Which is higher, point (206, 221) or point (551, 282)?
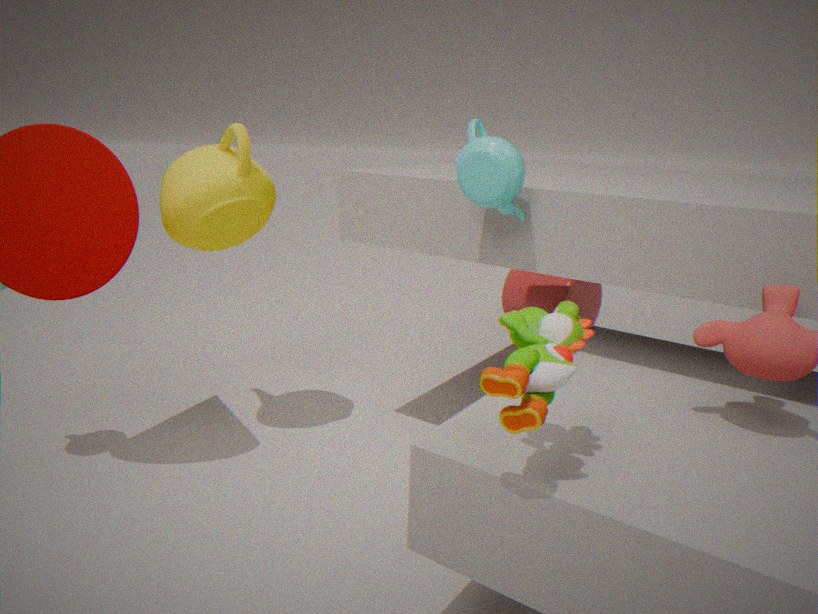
point (206, 221)
